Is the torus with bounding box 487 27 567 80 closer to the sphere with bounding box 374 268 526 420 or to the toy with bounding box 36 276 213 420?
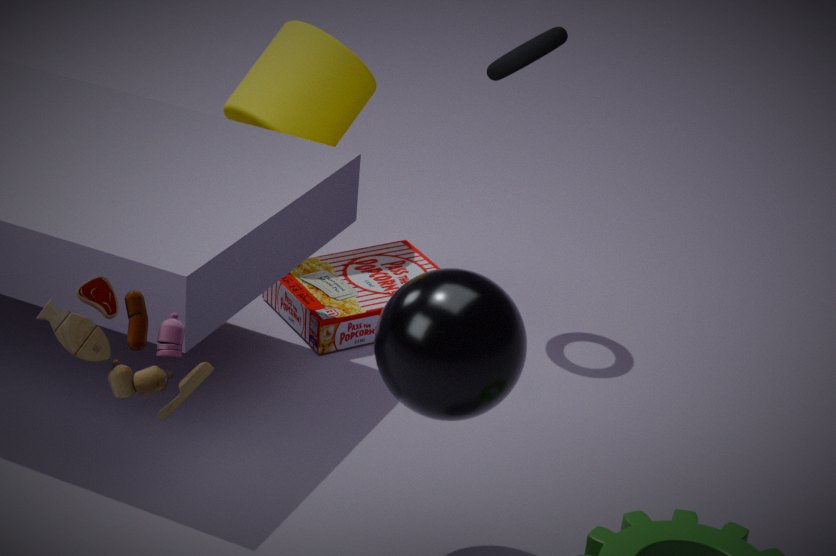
the sphere with bounding box 374 268 526 420
